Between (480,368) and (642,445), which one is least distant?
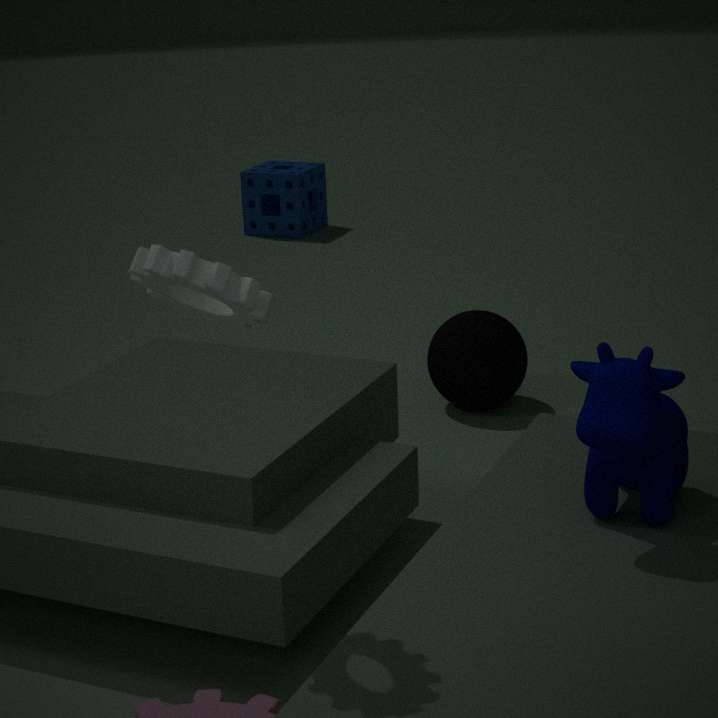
(642,445)
